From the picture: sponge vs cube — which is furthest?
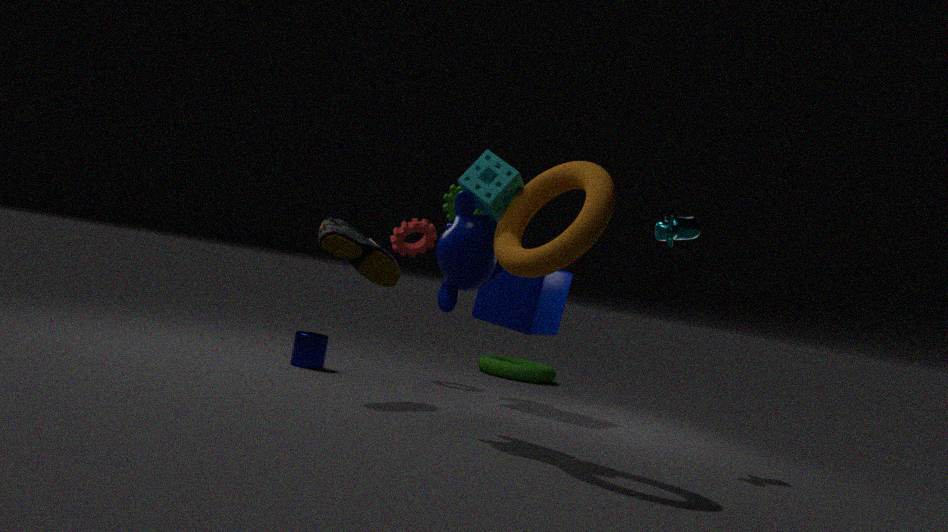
cube
